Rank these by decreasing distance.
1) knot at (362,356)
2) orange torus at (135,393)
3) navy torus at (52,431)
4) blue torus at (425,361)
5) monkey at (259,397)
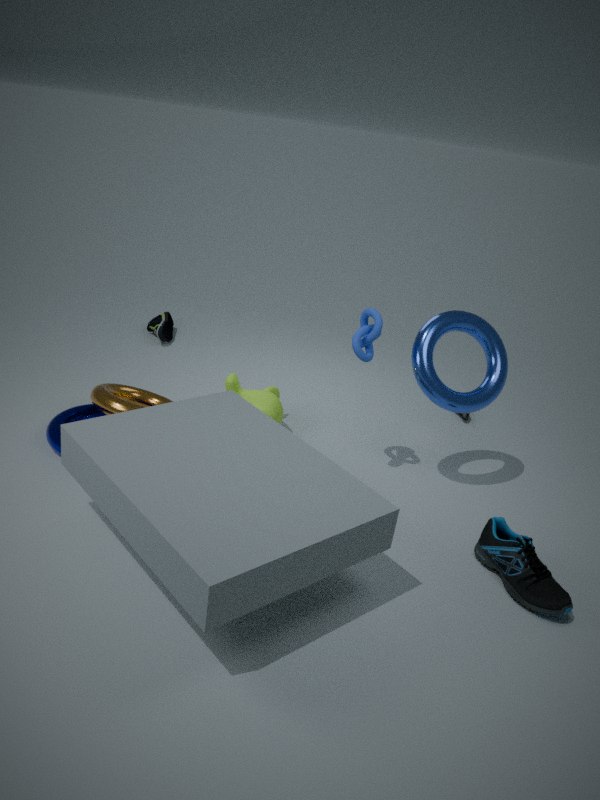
5. monkey at (259,397)
2. orange torus at (135,393)
4. blue torus at (425,361)
3. navy torus at (52,431)
1. knot at (362,356)
